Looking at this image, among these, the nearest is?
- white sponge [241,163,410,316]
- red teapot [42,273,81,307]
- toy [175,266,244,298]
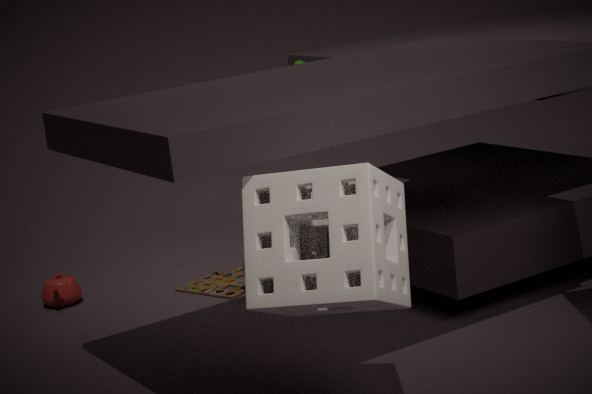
white sponge [241,163,410,316]
